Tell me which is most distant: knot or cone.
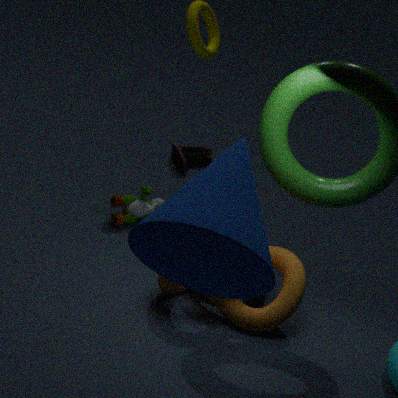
knot
